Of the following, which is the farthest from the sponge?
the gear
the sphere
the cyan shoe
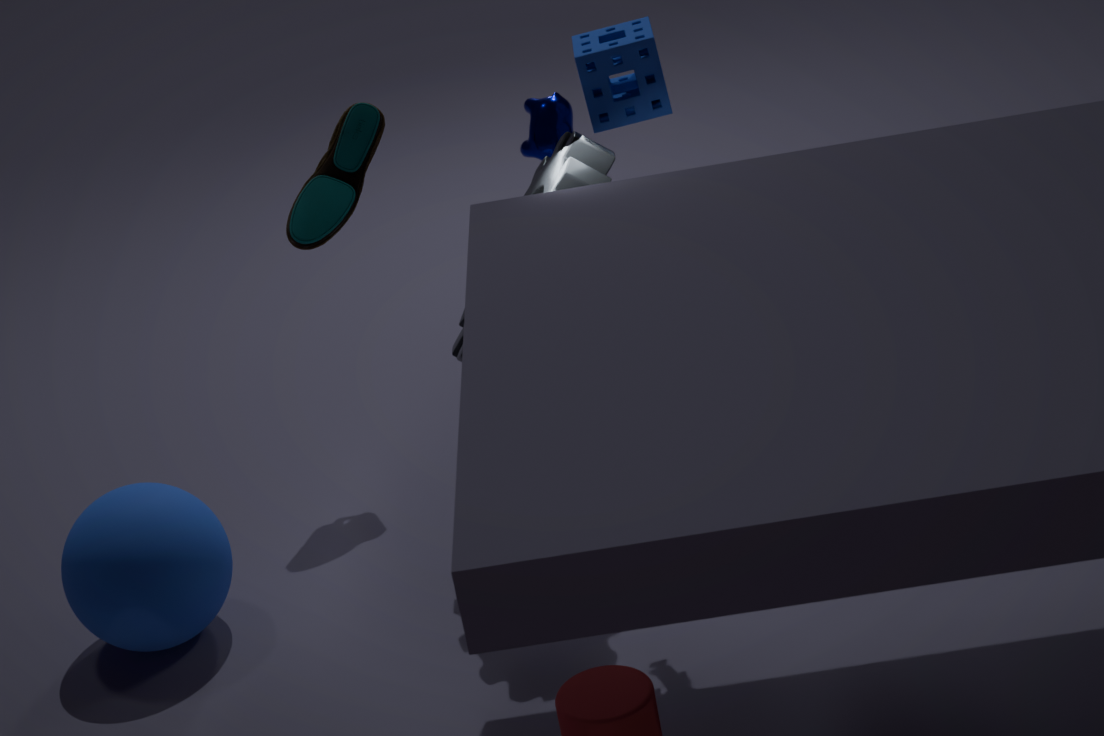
the sphere
